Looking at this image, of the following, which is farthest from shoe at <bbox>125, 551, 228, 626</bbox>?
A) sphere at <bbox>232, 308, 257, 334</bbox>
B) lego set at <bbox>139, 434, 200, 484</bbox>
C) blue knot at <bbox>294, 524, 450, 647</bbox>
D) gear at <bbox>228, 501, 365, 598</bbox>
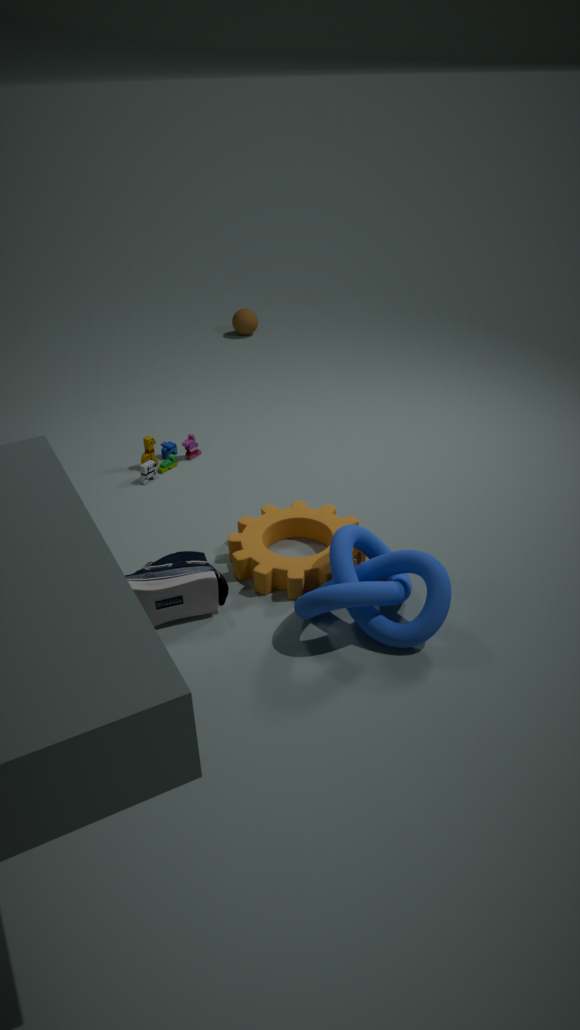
sphere at <bbox>232, 308, 257, 334</bbox>
